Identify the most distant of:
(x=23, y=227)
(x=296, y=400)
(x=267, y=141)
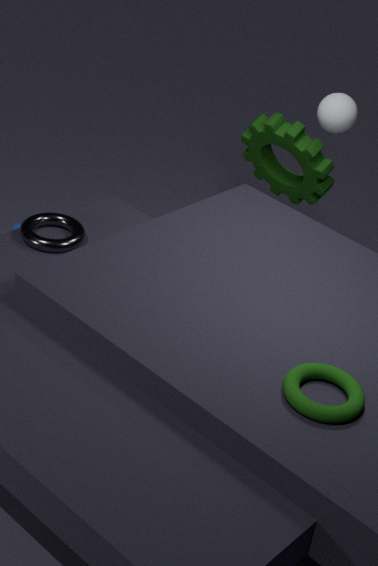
(x=267, y=141)
